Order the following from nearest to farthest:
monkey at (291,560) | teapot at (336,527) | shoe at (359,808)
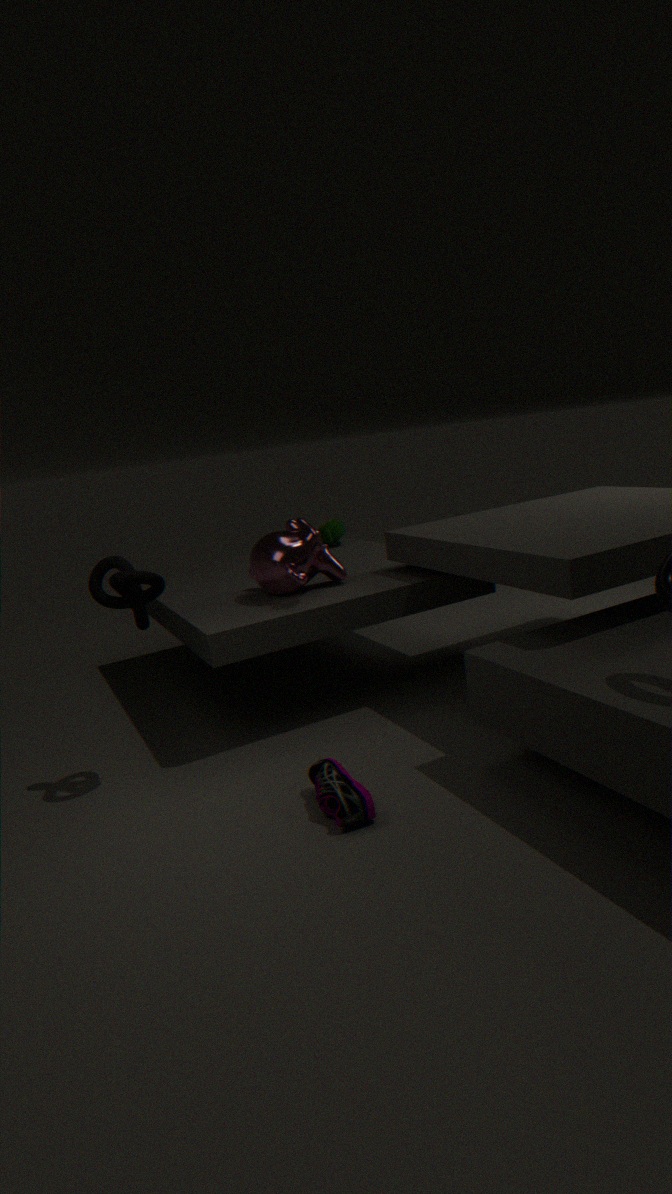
shoe at (359,808)
monkey at (291,560)
teapot at (336,527)
